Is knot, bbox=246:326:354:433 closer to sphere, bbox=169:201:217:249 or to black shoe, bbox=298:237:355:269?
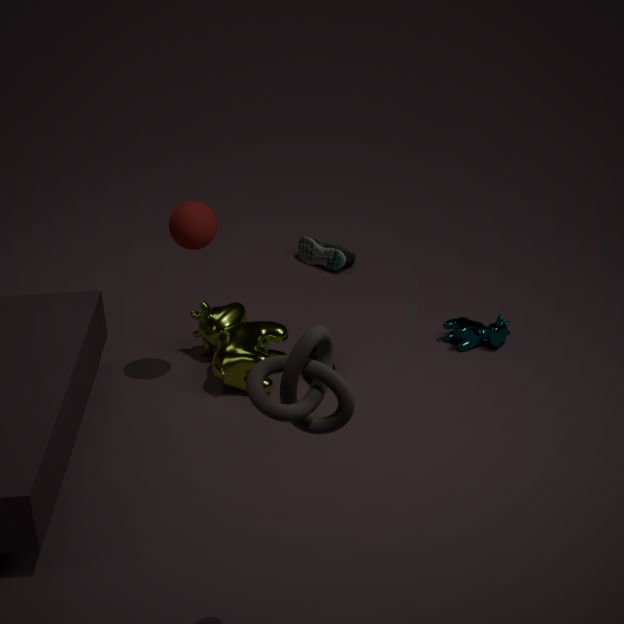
sphere, bbox=169:201:217:249
